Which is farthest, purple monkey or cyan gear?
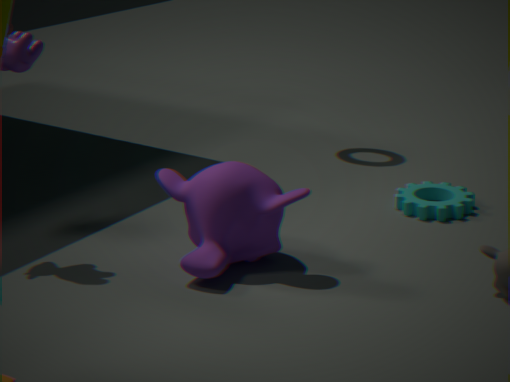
cyan gear
